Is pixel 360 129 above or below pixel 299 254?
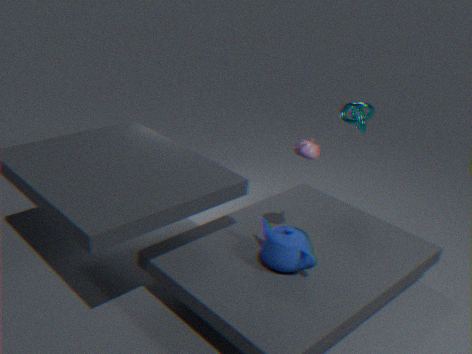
above
